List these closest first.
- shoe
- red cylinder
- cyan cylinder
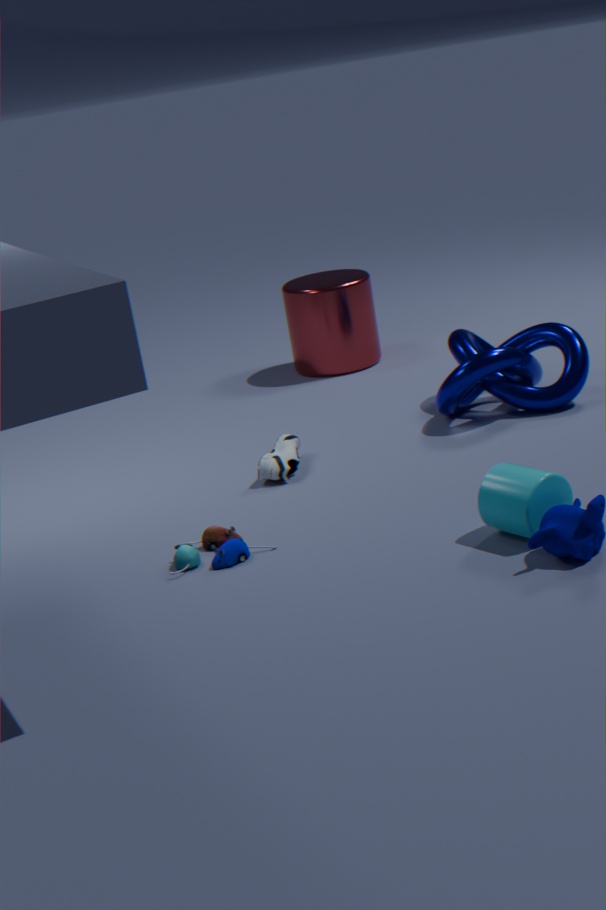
cyan cylinder
shoe
red cylinder
